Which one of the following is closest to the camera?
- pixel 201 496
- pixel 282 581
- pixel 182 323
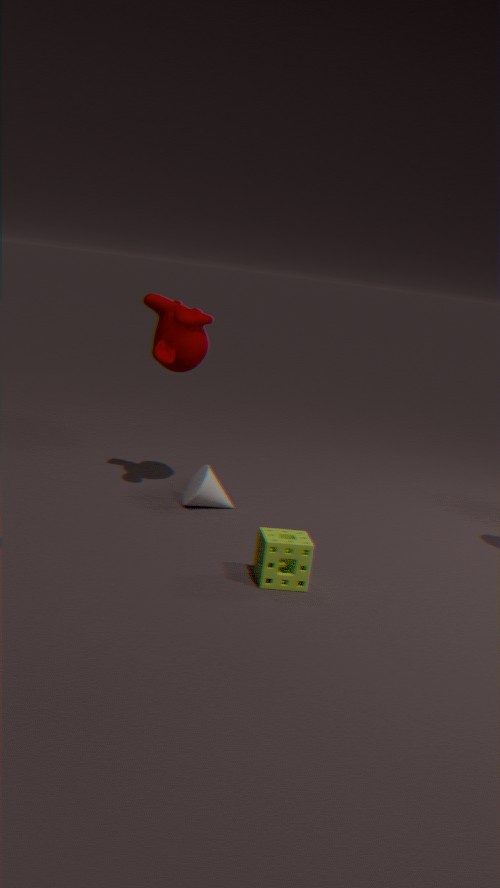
pixel 282 581
